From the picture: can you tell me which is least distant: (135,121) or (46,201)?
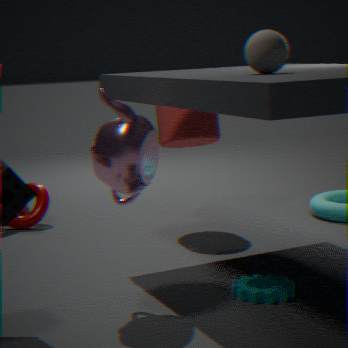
(135,121)
